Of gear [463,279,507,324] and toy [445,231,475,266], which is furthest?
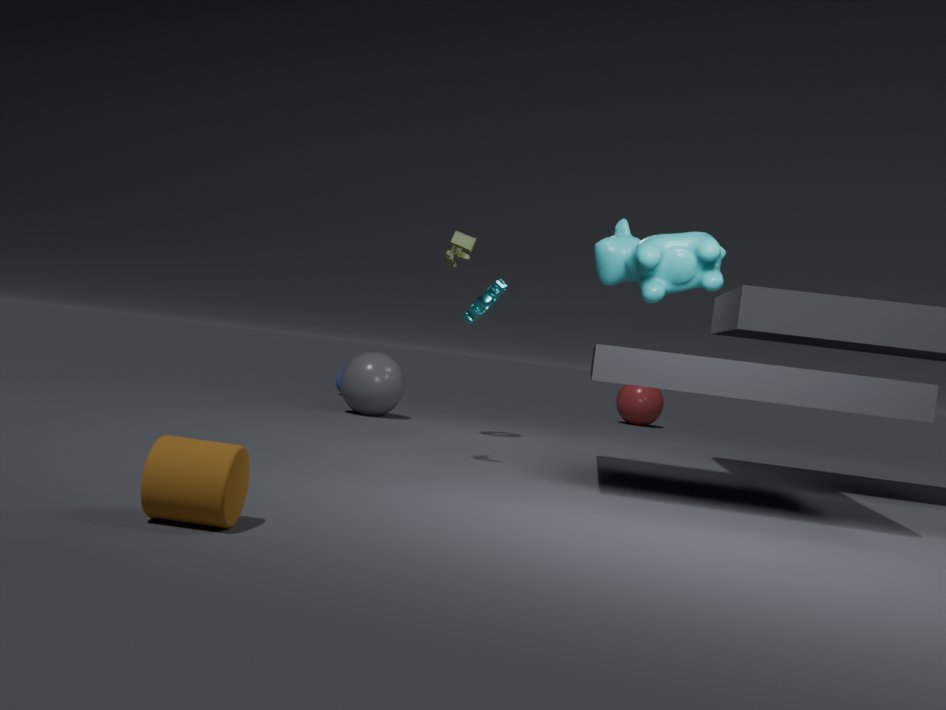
gear [463,279,507,324]
